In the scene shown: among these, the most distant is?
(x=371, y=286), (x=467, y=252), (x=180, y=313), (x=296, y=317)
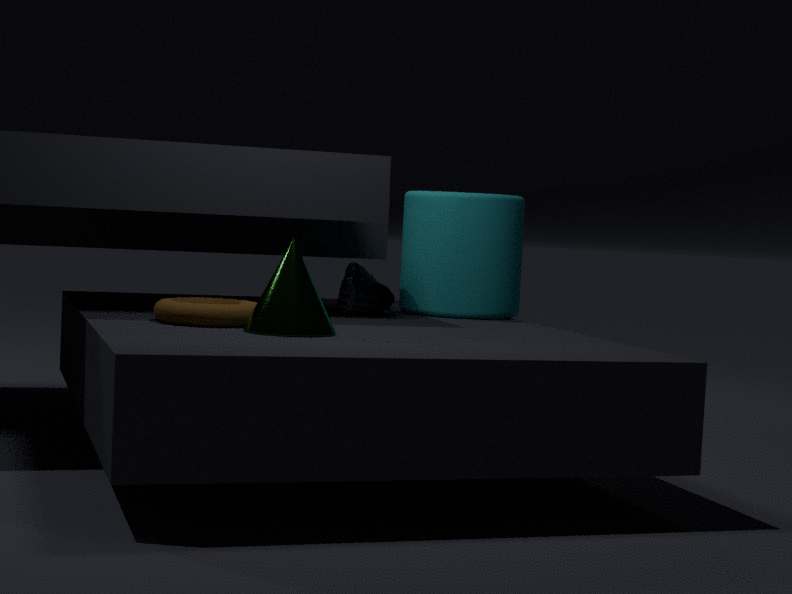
(x=467, y=252)
